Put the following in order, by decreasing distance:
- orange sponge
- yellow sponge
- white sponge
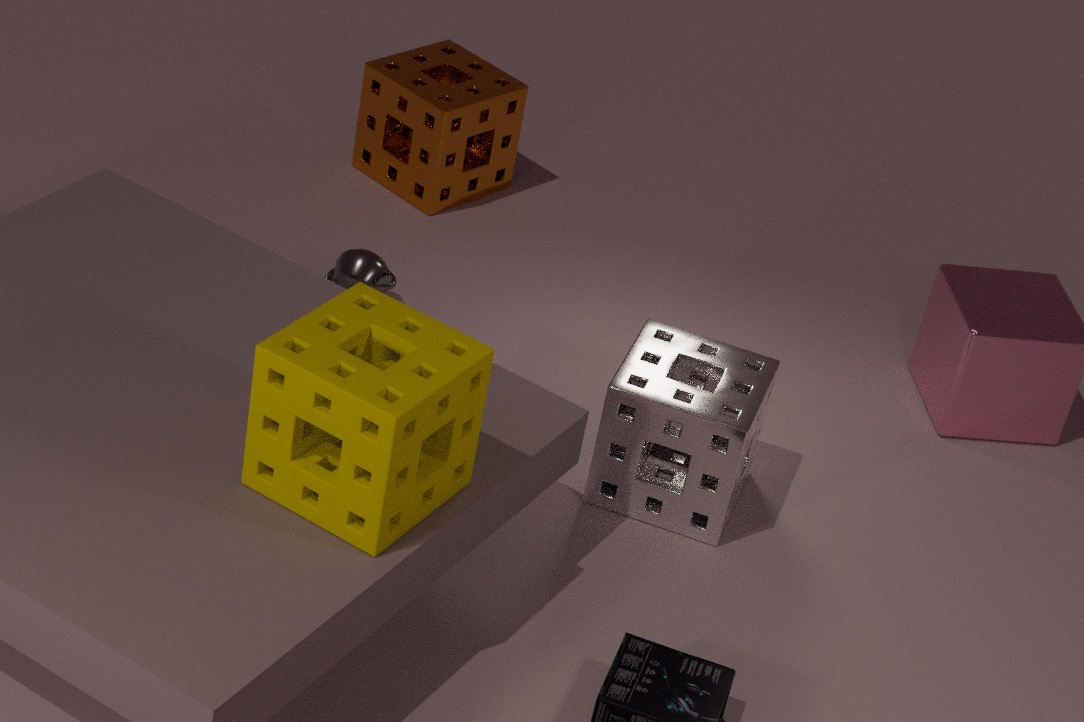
1. orange sponge
2. white sponge
3. yellow sponge
